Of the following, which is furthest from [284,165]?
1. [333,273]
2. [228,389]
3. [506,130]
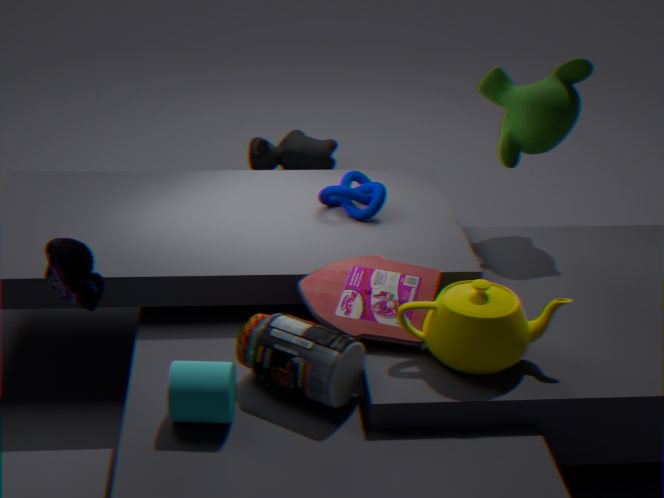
[228,389]
